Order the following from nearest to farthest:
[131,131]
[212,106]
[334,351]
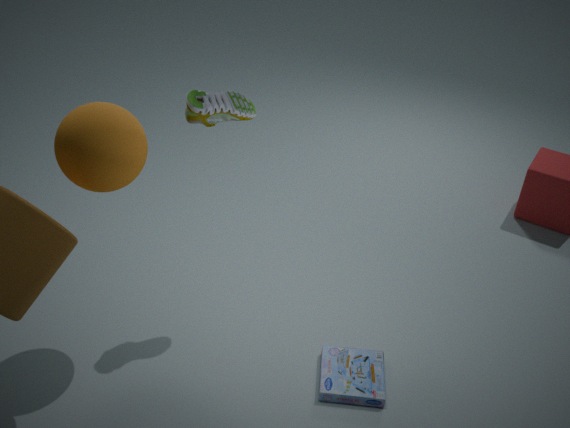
1. [131,131]
2. [212,106]
3. [334,351]
